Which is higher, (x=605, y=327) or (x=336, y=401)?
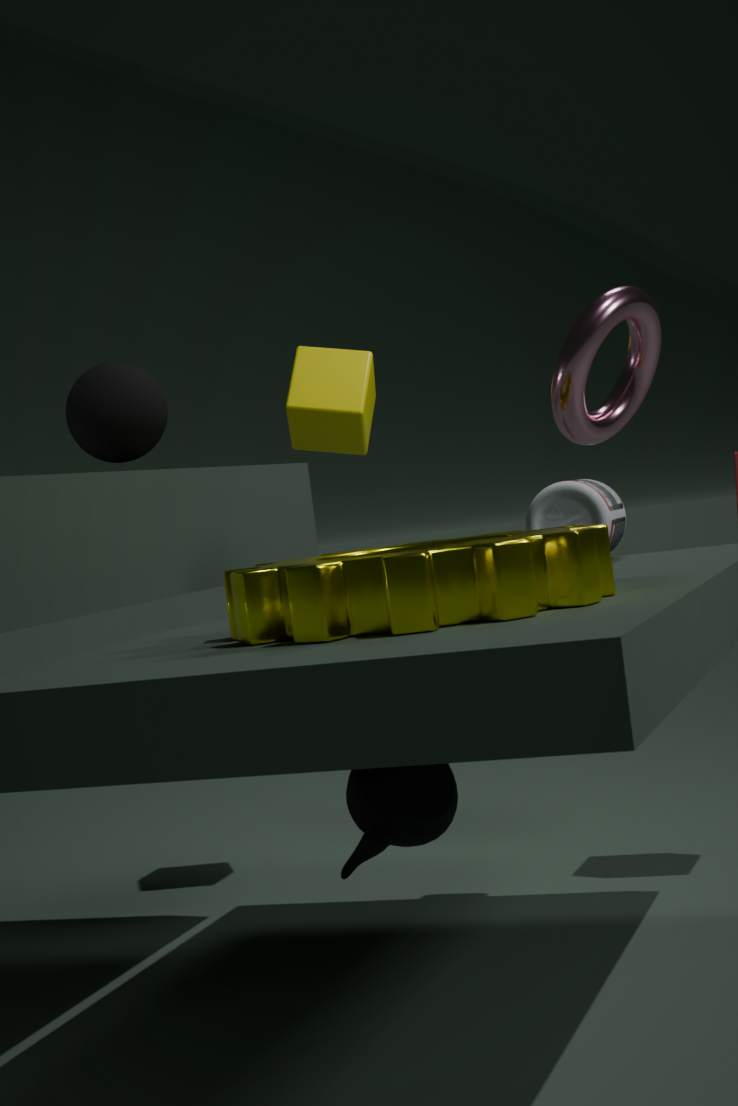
(x=336, y=401)
